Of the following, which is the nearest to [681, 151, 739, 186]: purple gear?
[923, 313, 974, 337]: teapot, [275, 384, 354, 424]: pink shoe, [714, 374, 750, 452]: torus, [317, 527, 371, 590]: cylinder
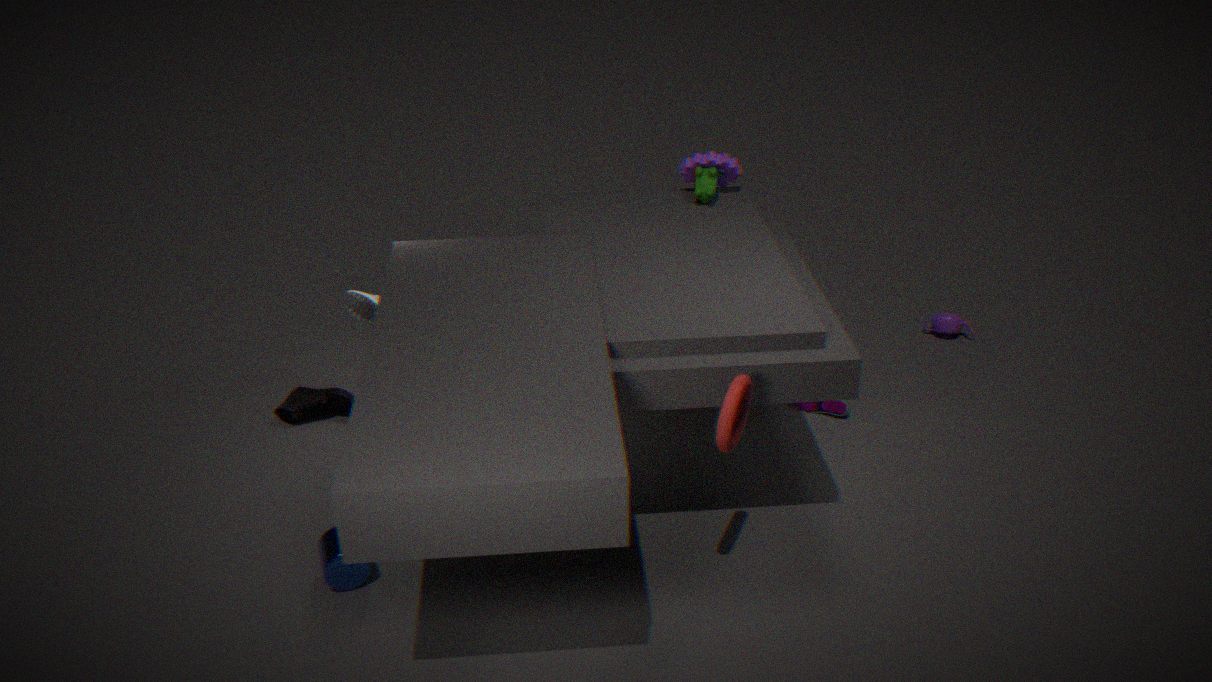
[923, 313, 974, 337]: teapot
